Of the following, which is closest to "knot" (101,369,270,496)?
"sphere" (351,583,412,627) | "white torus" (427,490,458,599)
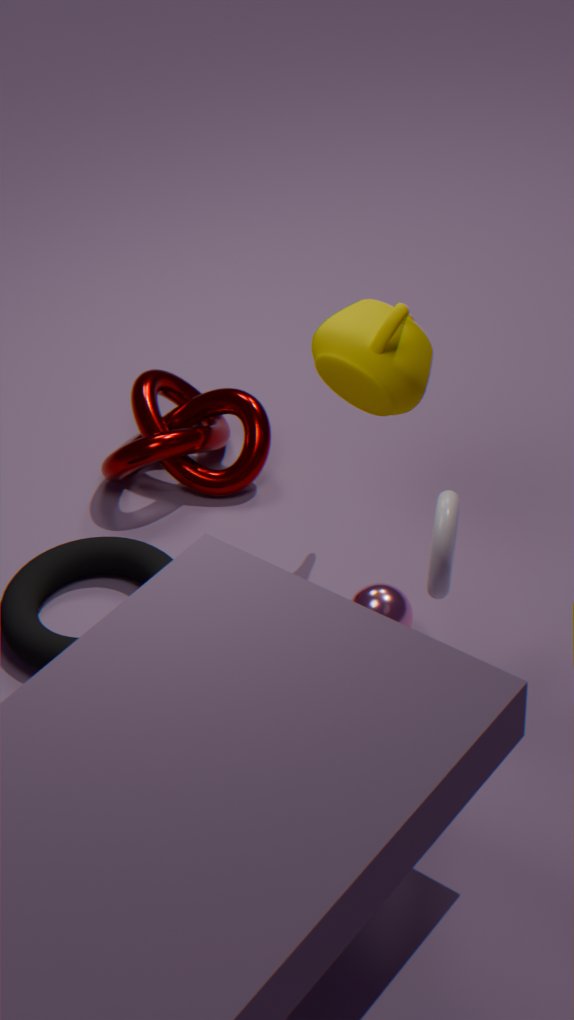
"sphere" (351,583,412,627)
